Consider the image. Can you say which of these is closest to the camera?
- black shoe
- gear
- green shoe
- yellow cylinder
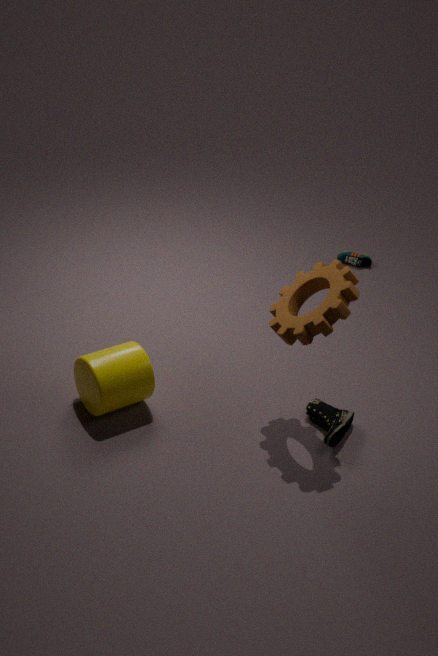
gear
